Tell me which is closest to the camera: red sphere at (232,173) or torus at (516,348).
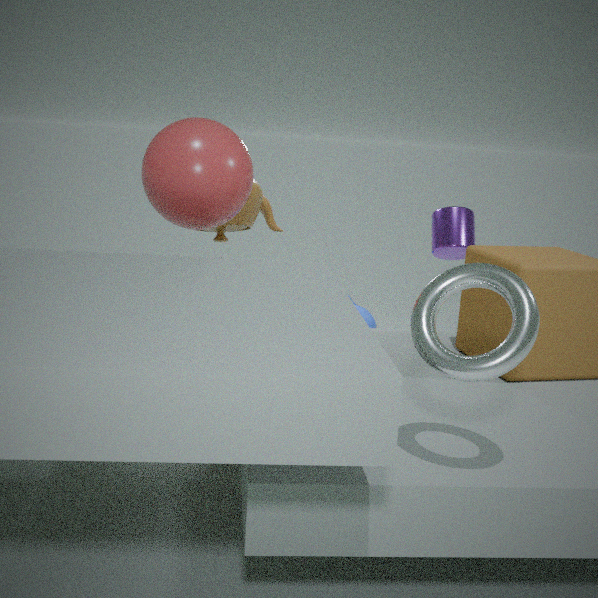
torus at (516,348)
